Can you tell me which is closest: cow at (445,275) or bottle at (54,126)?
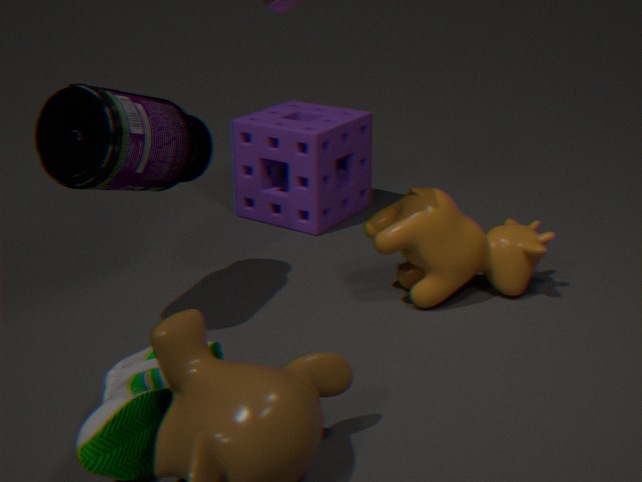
bottle at (54,126)
